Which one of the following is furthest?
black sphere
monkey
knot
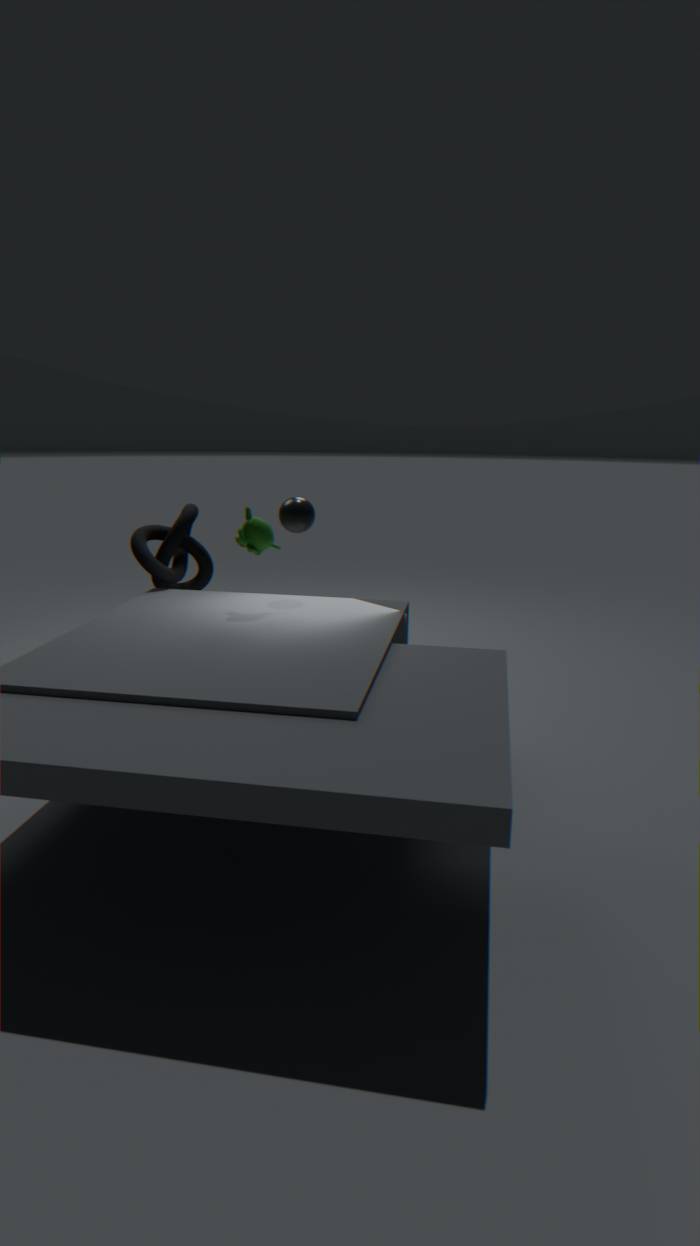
knot
